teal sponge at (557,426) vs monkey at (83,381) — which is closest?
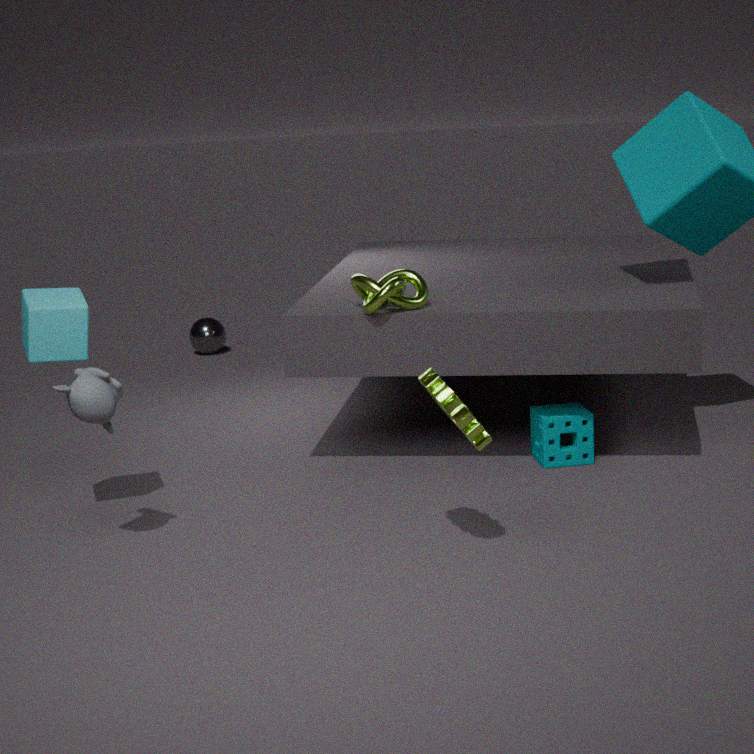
monkey at (83,381)
